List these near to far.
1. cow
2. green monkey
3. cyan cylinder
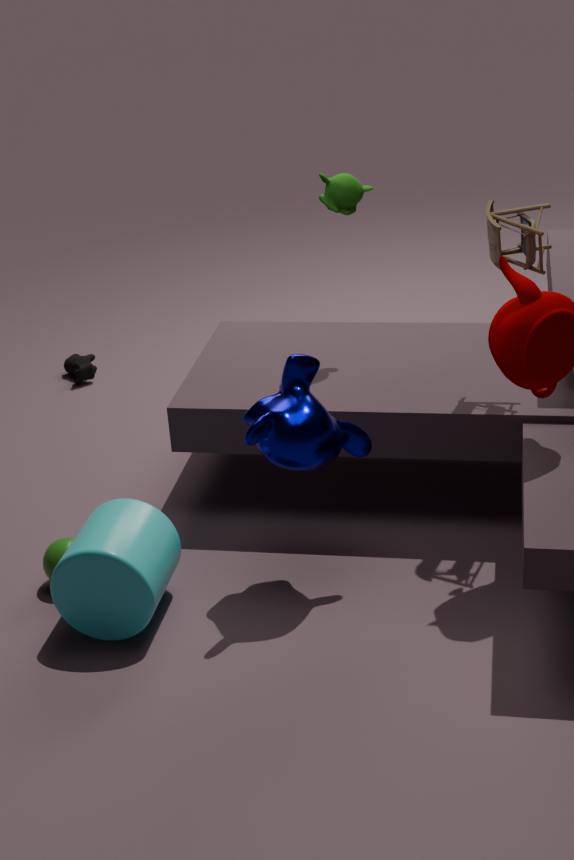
cyan cylinder, green monkey, cow
